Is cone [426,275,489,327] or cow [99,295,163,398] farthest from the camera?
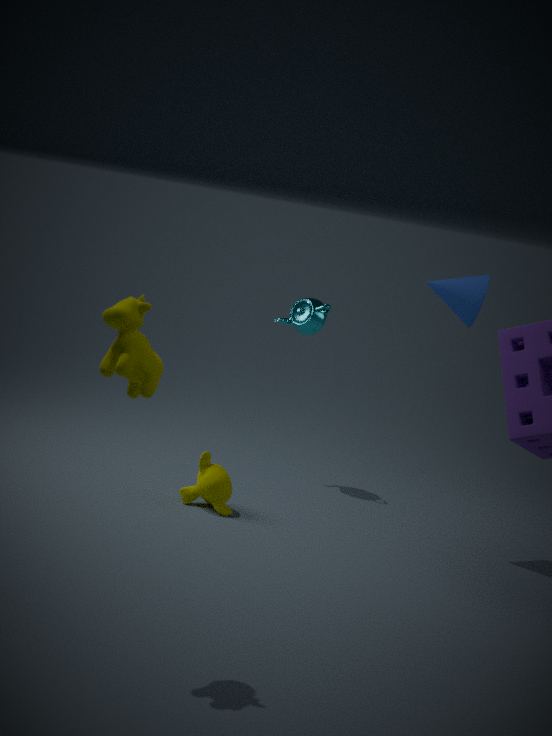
cone [426,275,489,327]
